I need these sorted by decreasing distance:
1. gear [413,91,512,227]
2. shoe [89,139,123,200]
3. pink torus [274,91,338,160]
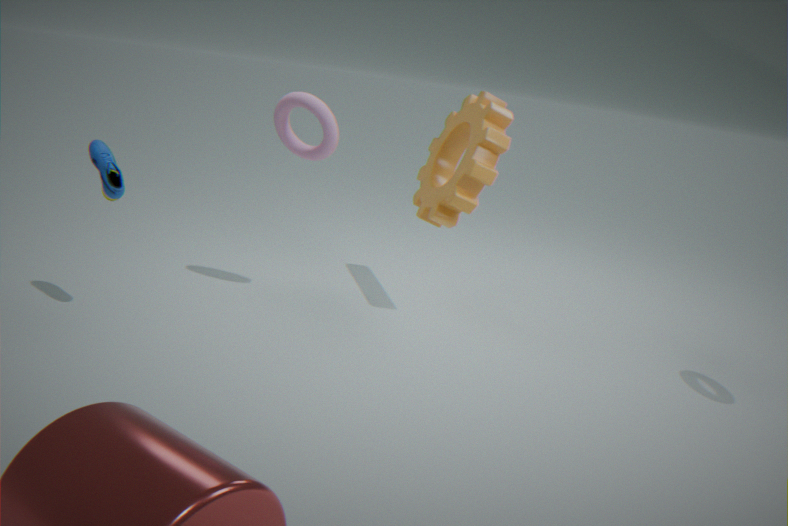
gear [413,91,512,227]
pink torus [274,91,338,160]
shoe [89,139,123,200]
